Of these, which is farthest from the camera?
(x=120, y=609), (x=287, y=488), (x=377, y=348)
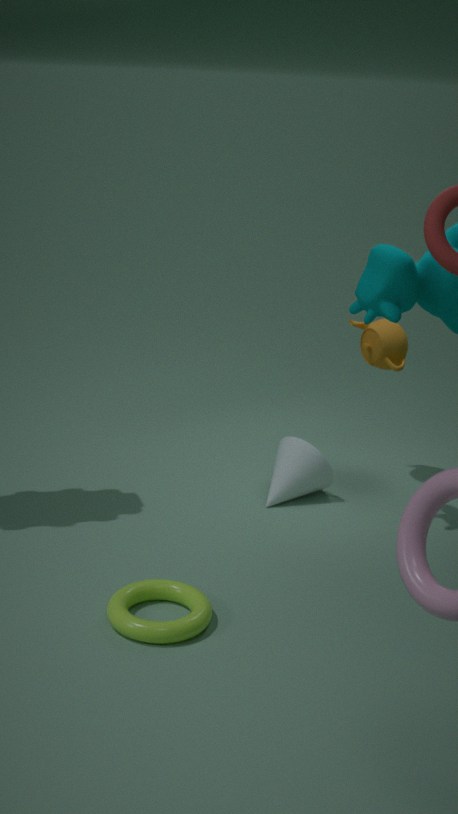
(x=377, y=348)
